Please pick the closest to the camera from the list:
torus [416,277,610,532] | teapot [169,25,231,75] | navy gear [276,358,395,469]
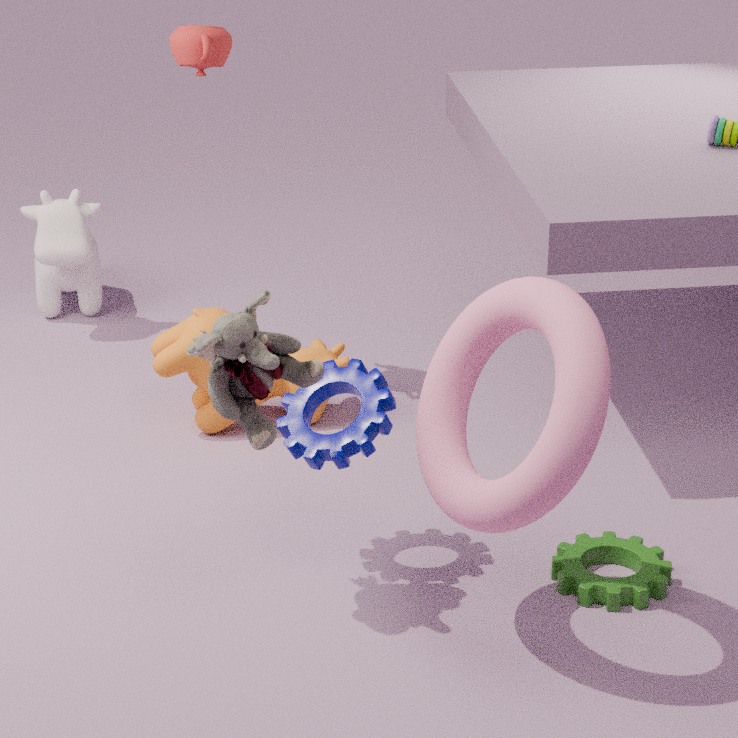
torus [416,277,610,532]
